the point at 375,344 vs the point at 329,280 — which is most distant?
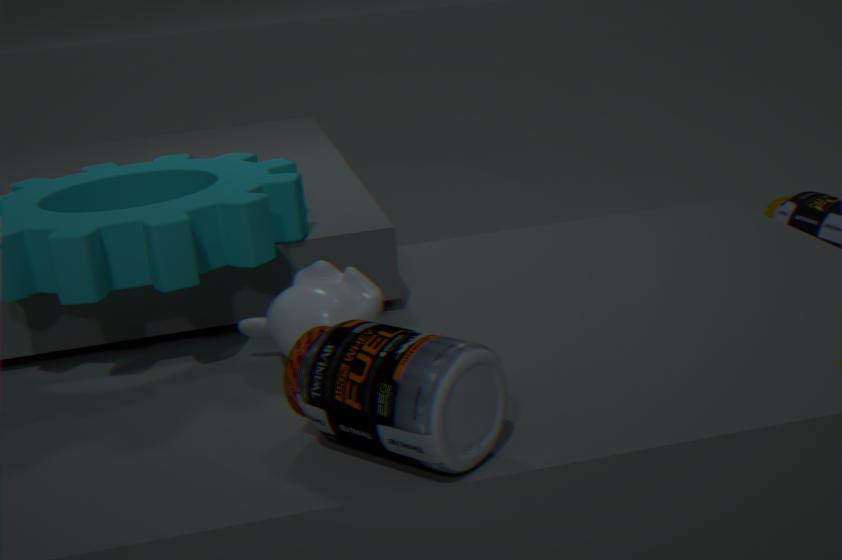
the point at 329,280
